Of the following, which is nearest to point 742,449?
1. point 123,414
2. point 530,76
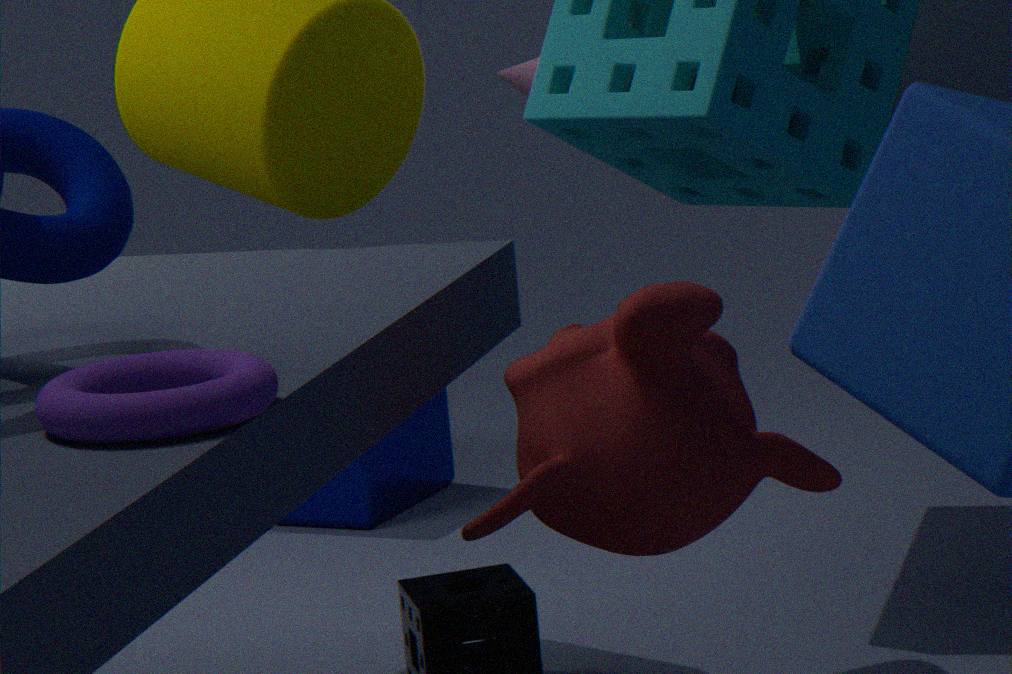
point 123,414
